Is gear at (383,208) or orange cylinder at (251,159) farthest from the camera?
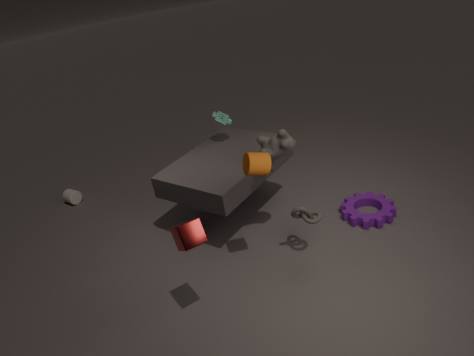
gear at (383,208)
